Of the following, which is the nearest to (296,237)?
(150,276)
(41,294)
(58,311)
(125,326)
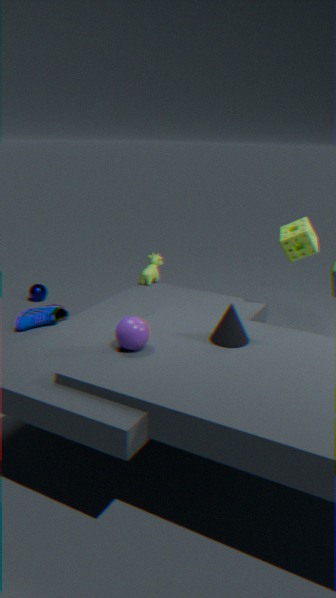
→ (150,276)
